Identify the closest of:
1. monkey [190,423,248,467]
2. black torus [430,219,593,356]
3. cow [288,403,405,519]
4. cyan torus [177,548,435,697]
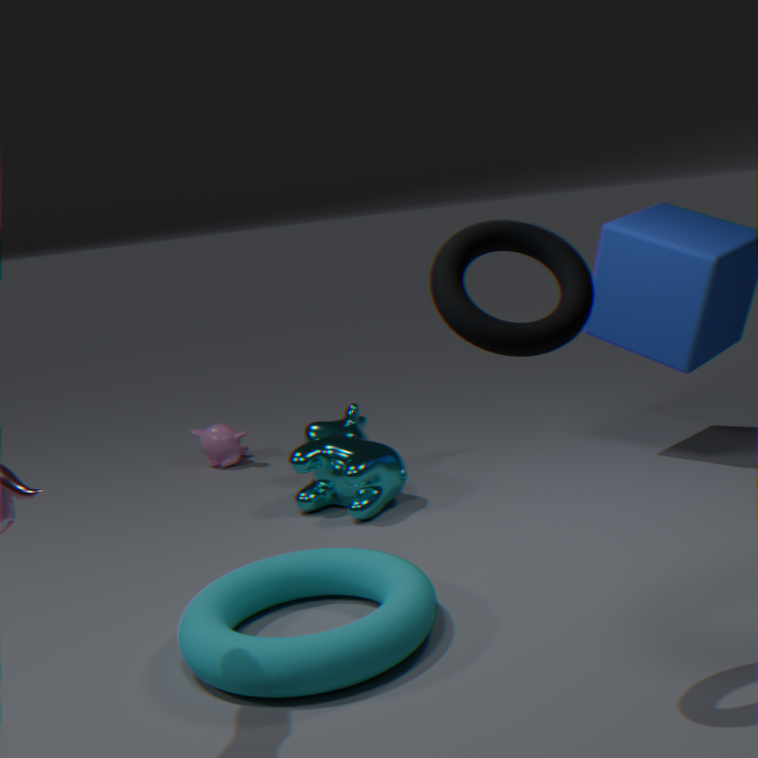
black torus [430,219,593,356]
